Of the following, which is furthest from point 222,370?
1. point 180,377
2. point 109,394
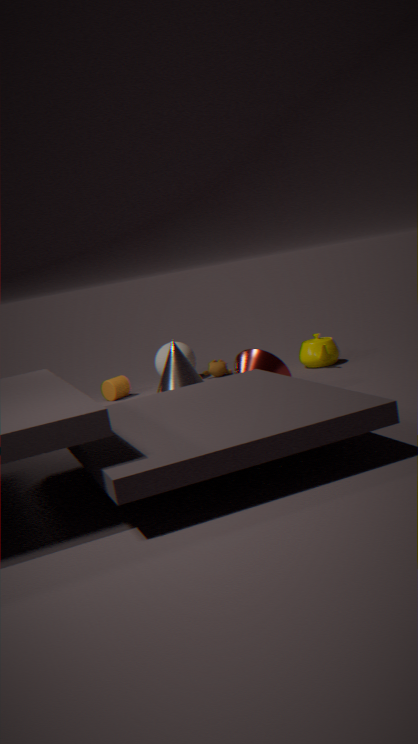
point 109,394
